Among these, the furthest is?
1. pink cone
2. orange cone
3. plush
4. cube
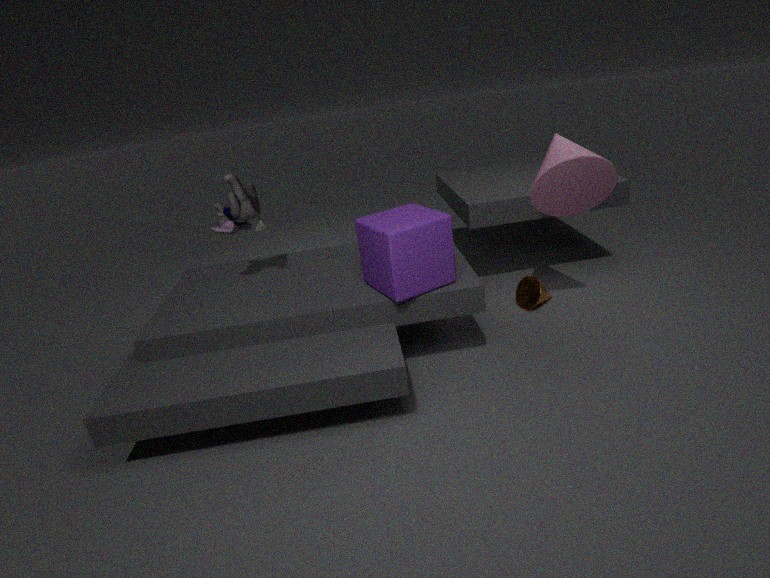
orange cone
